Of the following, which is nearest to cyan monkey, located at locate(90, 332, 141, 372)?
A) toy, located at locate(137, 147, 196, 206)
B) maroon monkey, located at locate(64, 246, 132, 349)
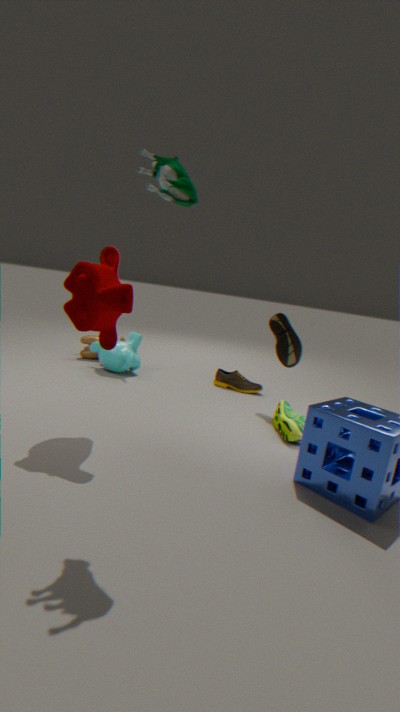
maroon monkey, located at locate(64, 246, 132, 349)
